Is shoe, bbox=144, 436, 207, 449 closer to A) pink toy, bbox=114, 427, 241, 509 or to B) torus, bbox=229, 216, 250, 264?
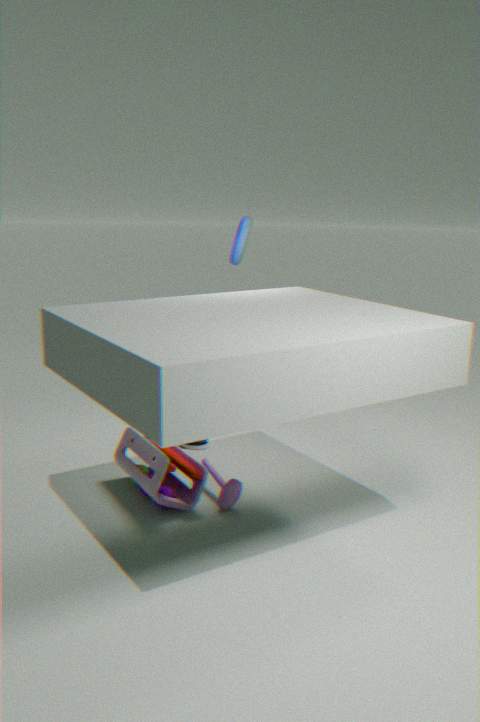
A) pink toy, bbox=114, 427, 241, 509
